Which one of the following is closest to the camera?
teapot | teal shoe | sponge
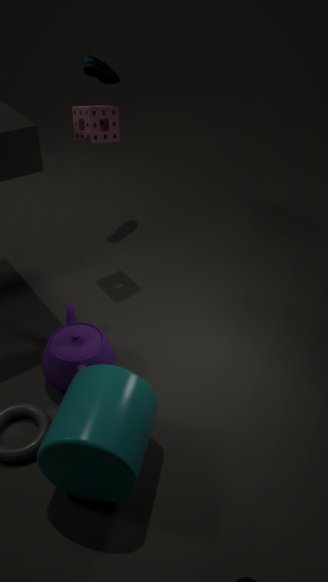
teapot
